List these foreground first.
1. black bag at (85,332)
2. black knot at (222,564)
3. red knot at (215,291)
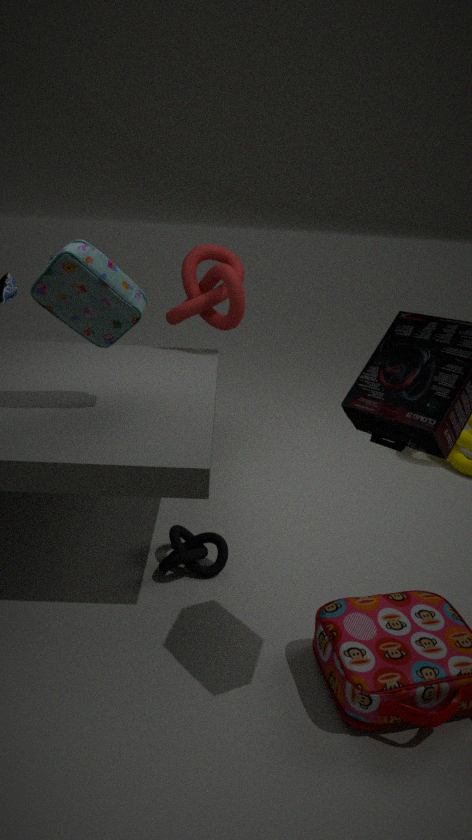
black bag at (85,332) < black knot at (222,564) < red knot at (215,291)
